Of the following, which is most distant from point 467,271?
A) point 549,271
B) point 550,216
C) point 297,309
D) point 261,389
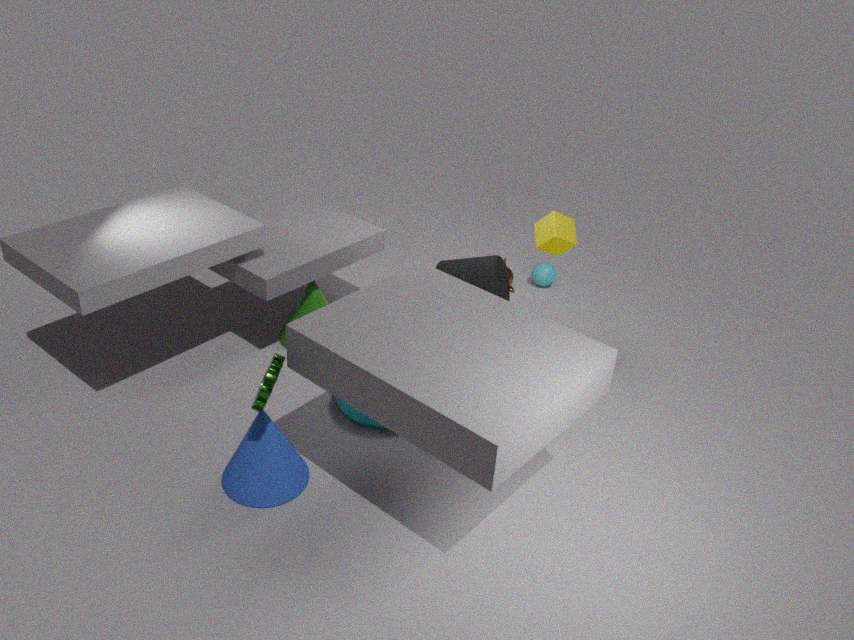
point 261,389
